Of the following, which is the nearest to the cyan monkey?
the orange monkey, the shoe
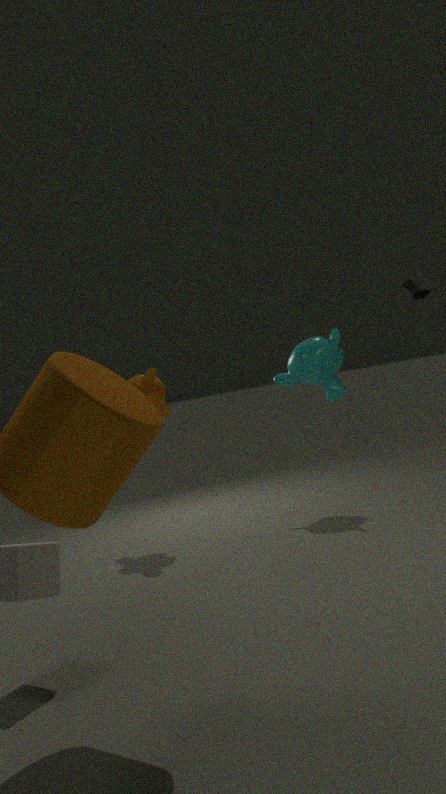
the shoe
